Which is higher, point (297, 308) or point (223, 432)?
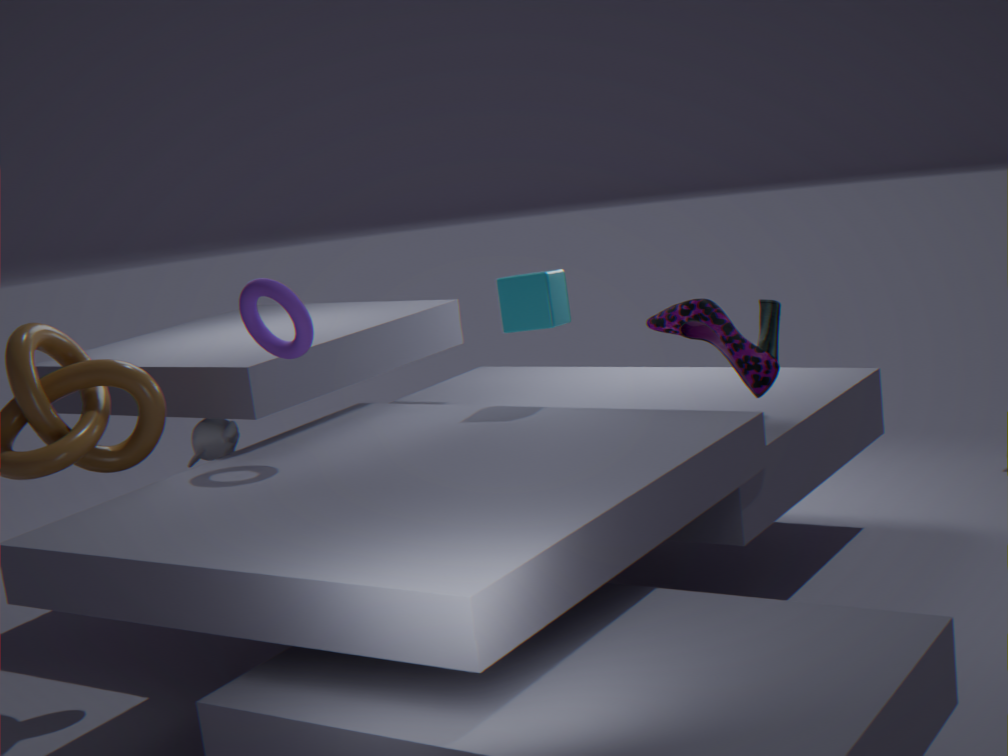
point (297, 308)
